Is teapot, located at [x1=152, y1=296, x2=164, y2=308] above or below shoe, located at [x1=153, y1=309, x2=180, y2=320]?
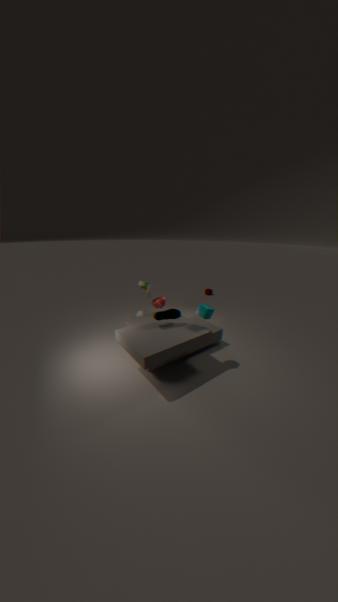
below
